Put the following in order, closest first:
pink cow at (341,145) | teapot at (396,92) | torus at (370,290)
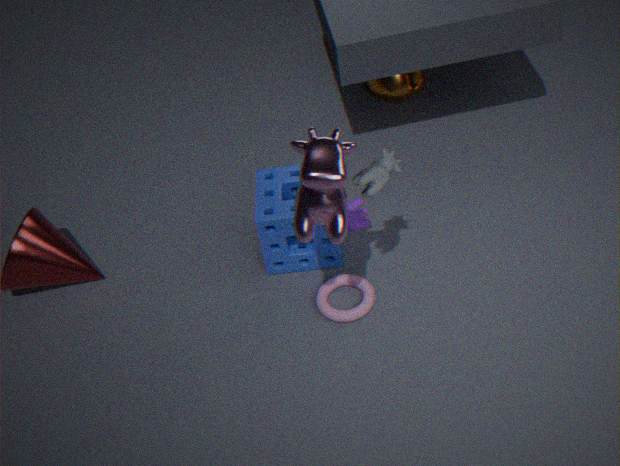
pink cow at (341,145) → torus at (370,290) → teapot at (396,92)
